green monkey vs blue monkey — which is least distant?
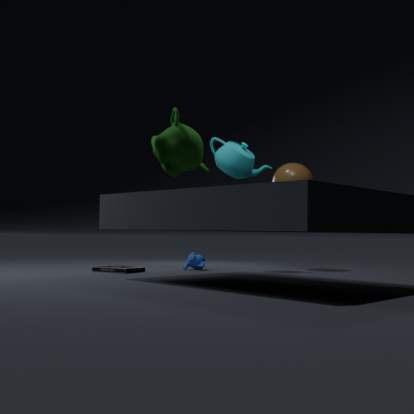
green monkey
